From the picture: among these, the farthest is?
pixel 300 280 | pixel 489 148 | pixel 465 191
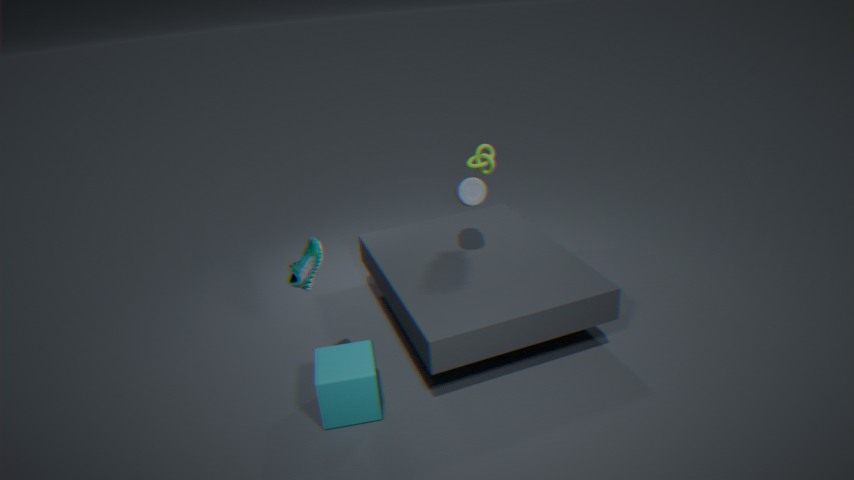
pixel 489 148
